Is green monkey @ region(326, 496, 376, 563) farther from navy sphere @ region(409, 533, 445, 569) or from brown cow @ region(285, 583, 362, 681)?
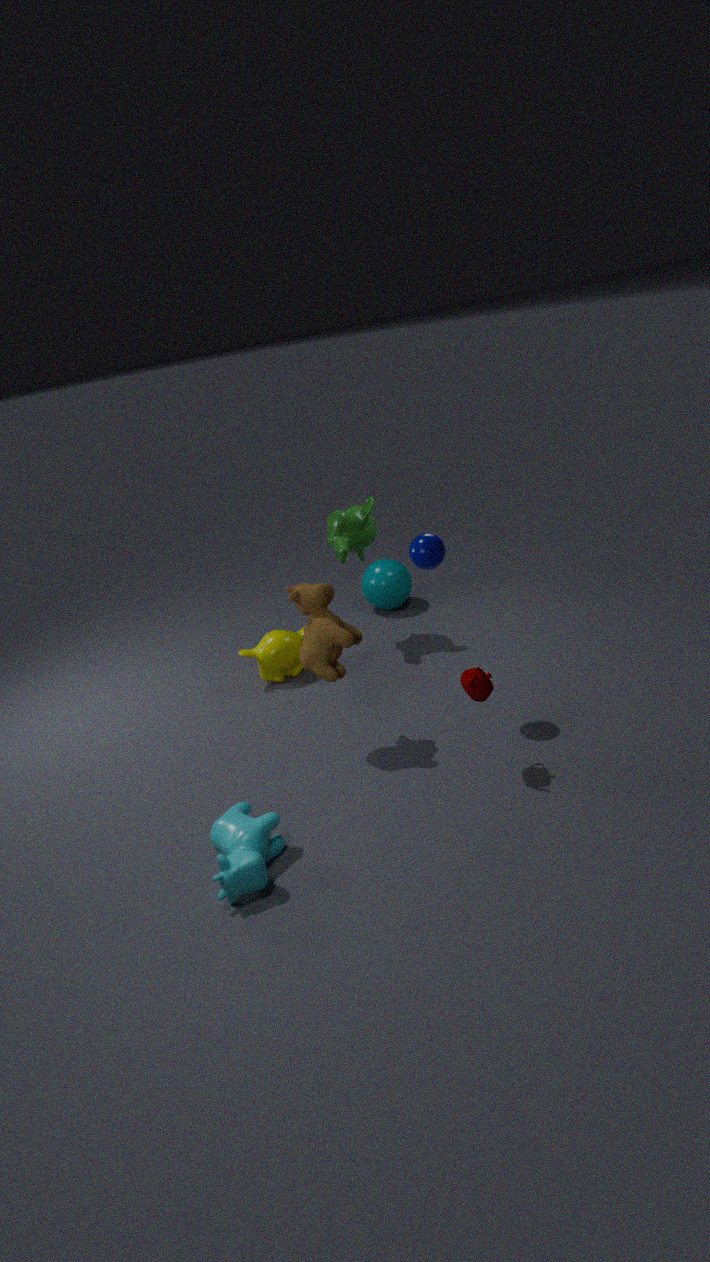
navy sphere @ region(409, 533, 445, 569)
